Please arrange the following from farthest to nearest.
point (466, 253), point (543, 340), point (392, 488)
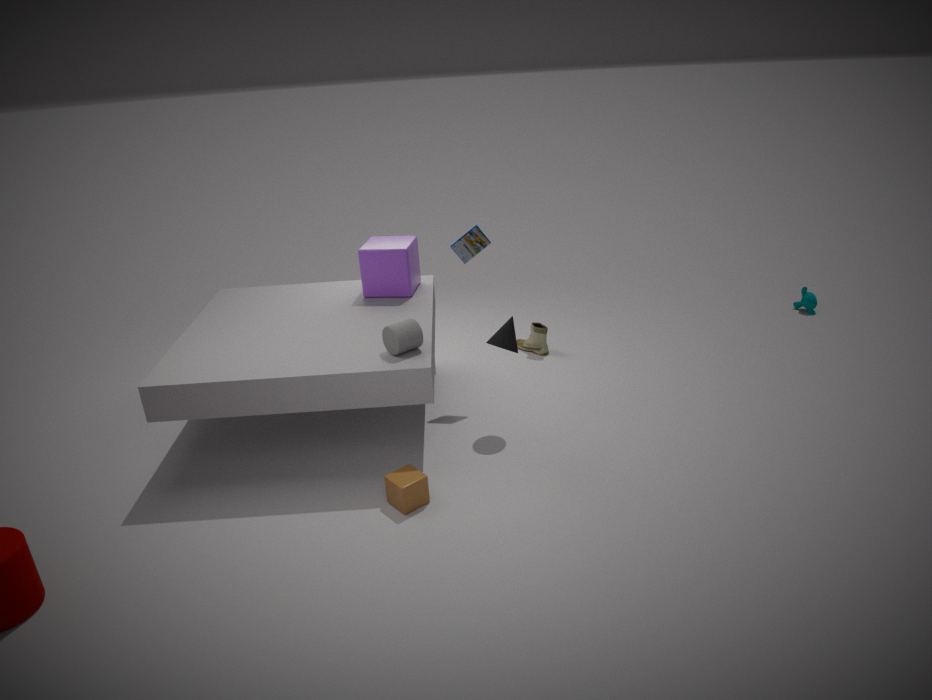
point (543, 340)
point (466, 253)
point (392, 488)
